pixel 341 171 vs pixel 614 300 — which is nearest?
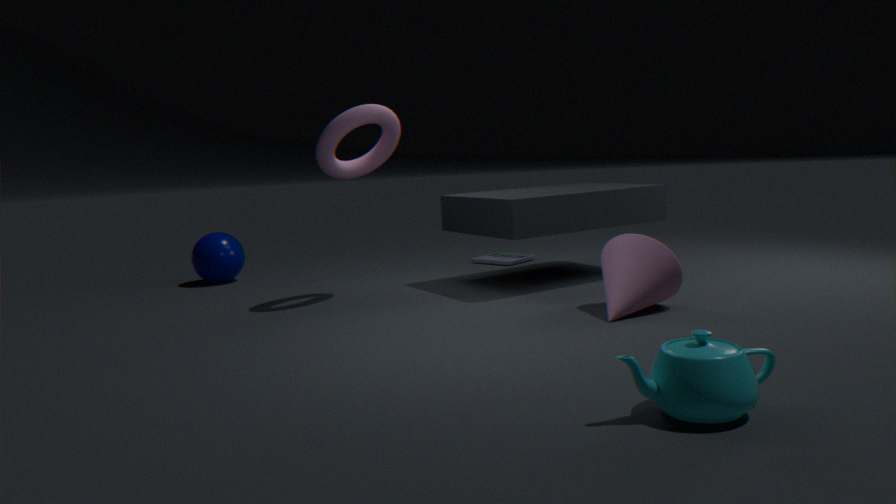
pixel 614 300
